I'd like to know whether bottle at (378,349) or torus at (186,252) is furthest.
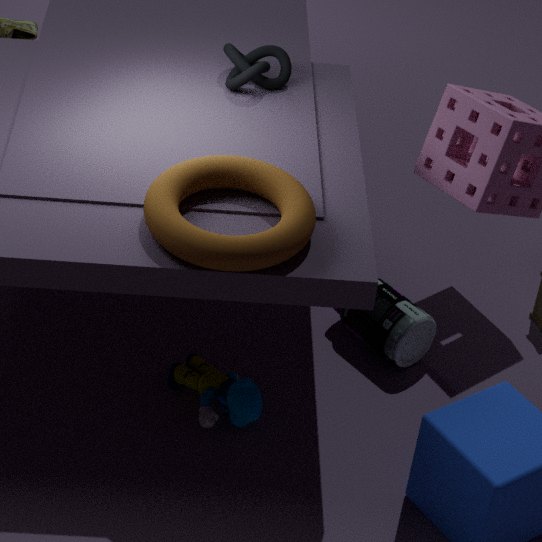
bottle at (378,349)
